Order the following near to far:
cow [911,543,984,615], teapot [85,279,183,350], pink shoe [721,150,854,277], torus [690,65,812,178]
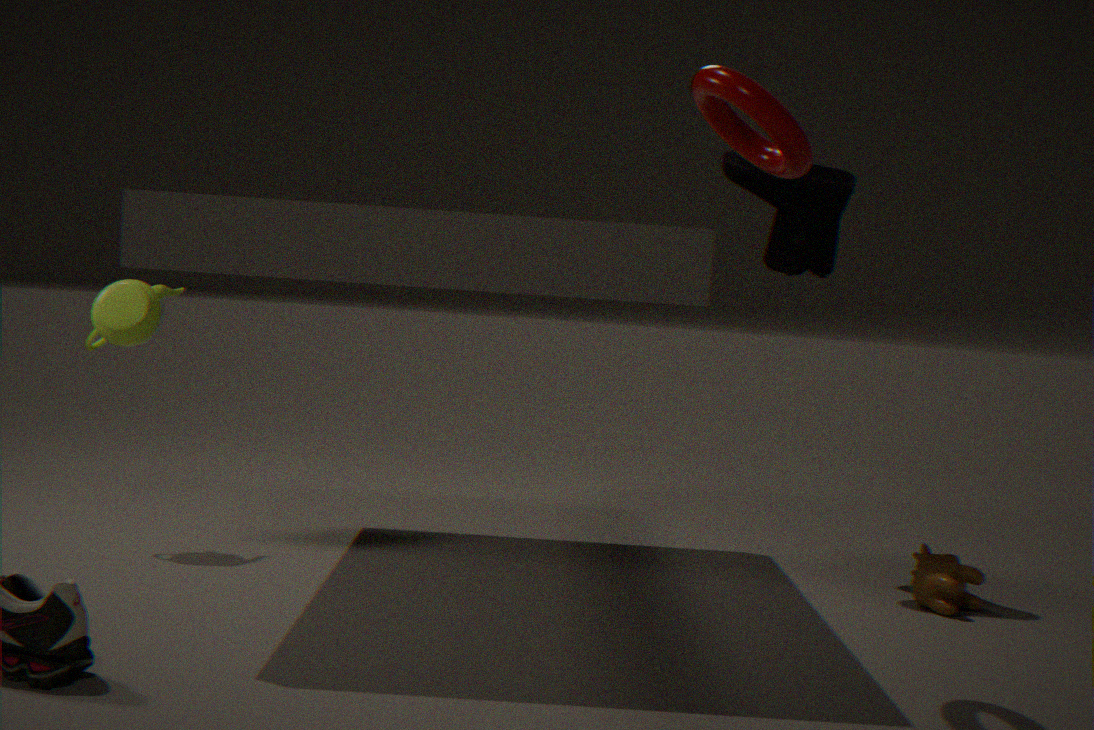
torus [690,65,812,178] < cow [911,543,984,615] < teapot [85,279,183,350] < pink shoe [721,150,854,277]
